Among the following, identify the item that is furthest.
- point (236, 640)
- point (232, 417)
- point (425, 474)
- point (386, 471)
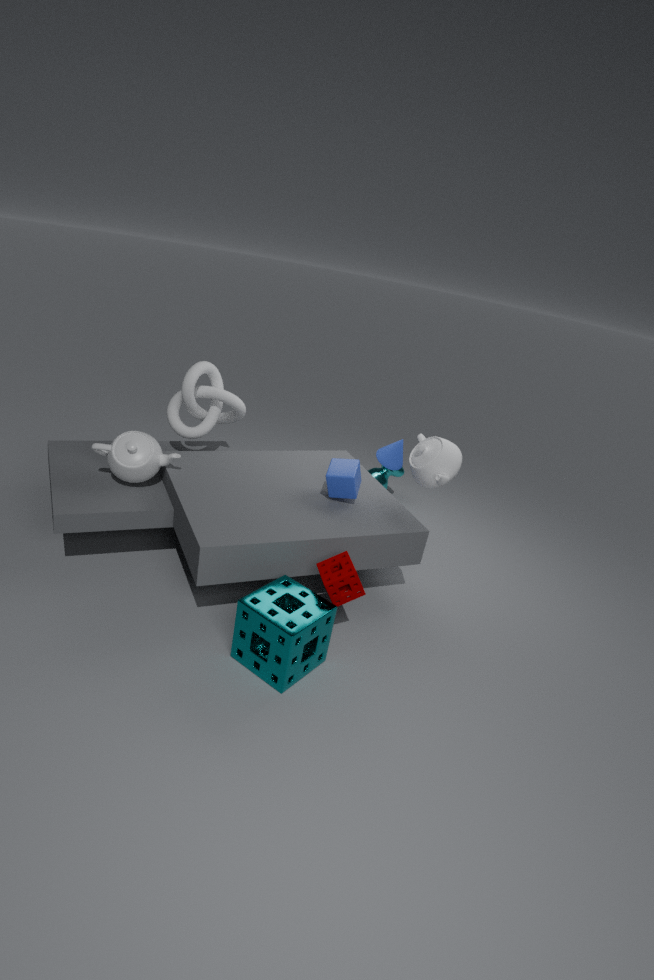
point (386, 471)
